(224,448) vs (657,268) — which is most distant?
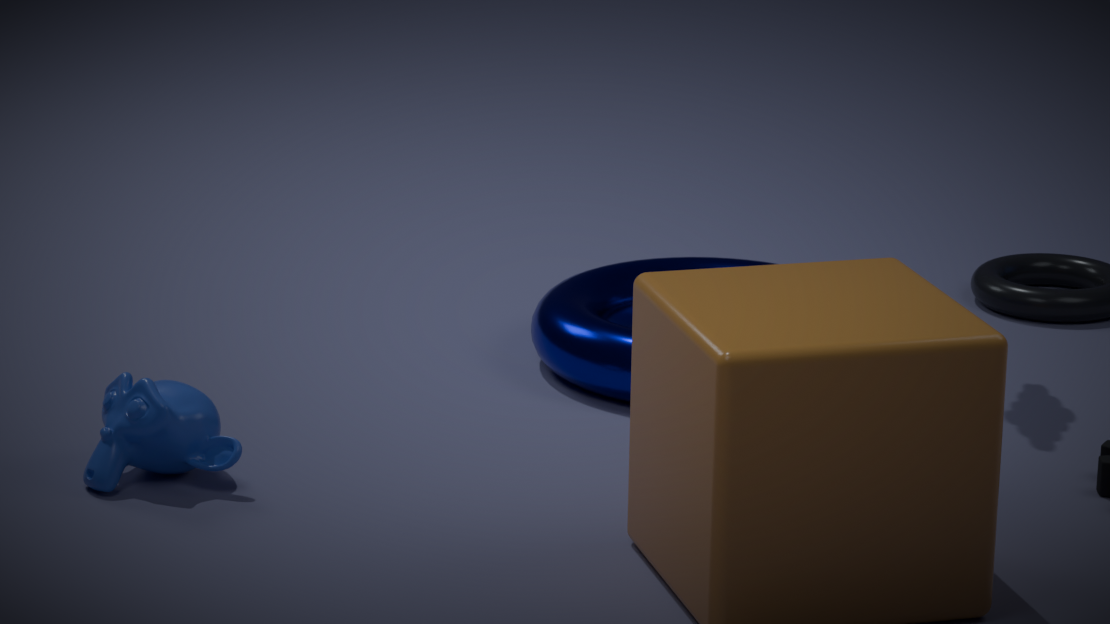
(657,268)
